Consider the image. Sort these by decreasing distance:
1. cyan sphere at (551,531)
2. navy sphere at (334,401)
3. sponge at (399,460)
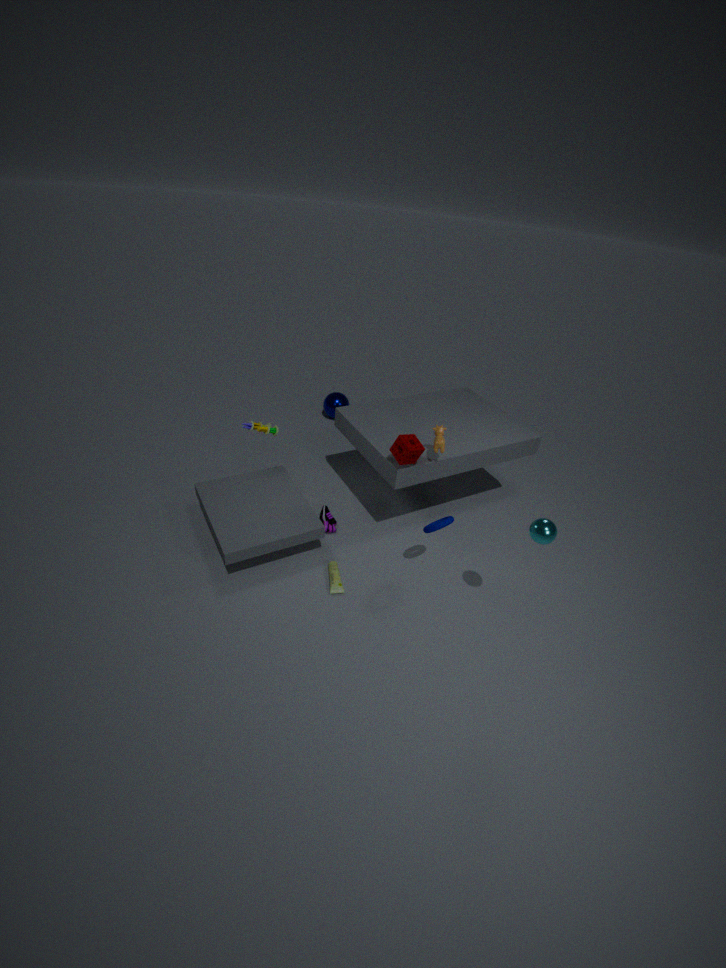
navy sphere at (334,401)
sponge at (399,460)
cyan sphere at (551,531)
